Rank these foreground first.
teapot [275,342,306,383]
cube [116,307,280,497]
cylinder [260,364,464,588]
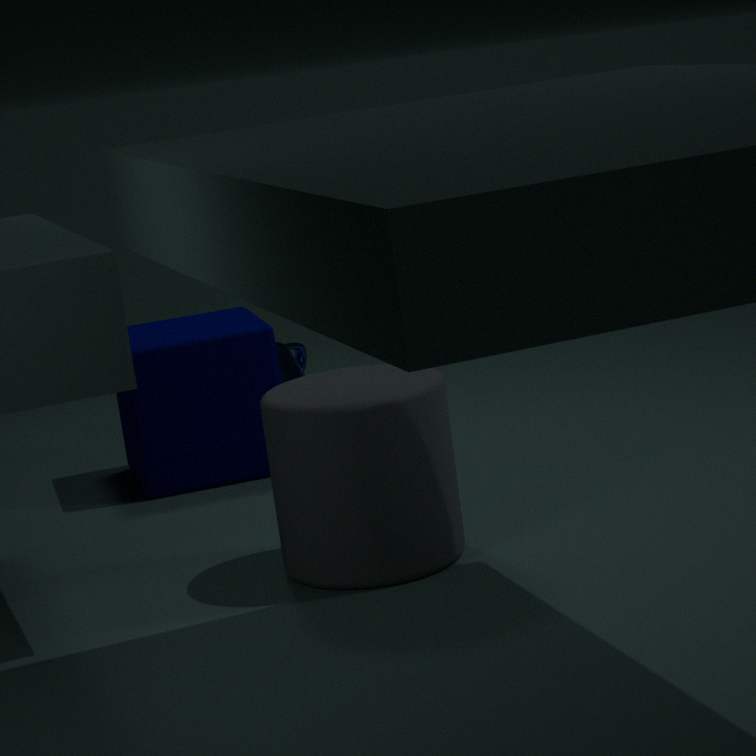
1. cylinder [260,364,464,588]
2. cube [116,307,280,497]
3. teapot [275,342,306,383]
